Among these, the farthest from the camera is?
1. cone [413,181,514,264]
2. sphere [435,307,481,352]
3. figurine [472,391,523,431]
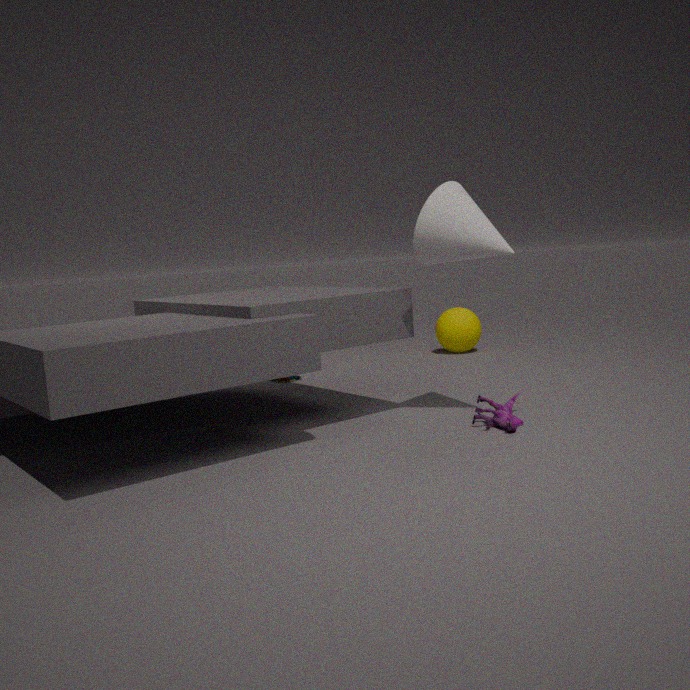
sphere [435,307,481,352]
